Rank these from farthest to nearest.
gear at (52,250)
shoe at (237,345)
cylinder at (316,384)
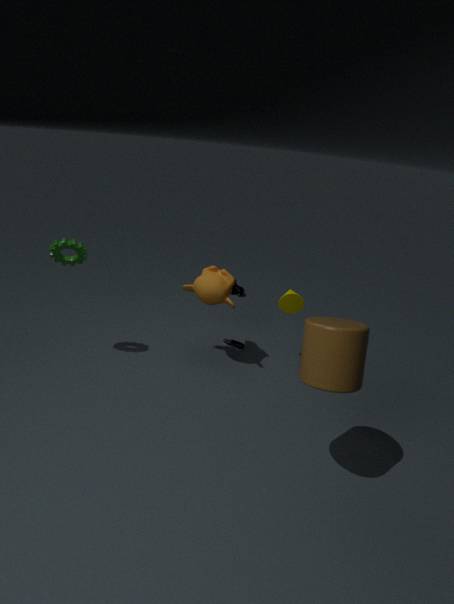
1. shoe at (237,345)
2. gear at (52,250)
3. cylinder at (316,384)
